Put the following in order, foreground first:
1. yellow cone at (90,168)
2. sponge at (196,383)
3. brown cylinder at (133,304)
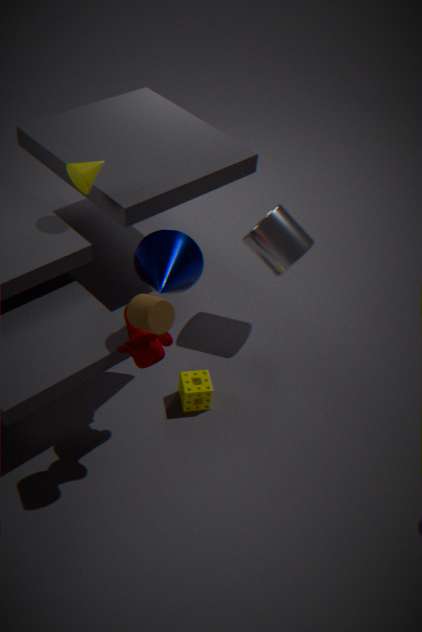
brown cylinder at (133,304)
yellow cone at (90,168)
sponge at (196,383)
